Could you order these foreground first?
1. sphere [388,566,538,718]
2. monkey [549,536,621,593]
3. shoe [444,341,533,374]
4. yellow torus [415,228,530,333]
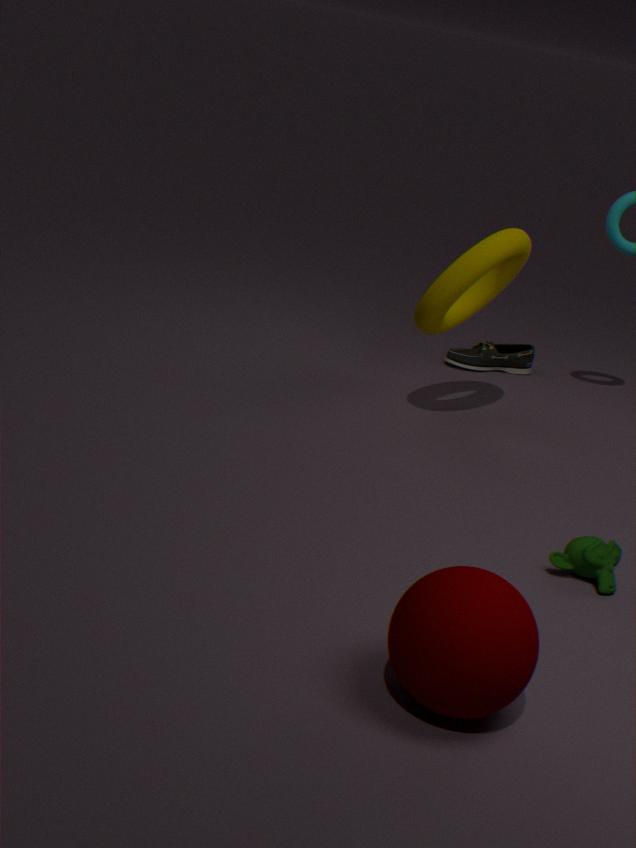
sphere [388,566,538,718] < monkey [549,536,621,593] < yellow torus [415,228,530,333] < shoe [444,341,533,374]
